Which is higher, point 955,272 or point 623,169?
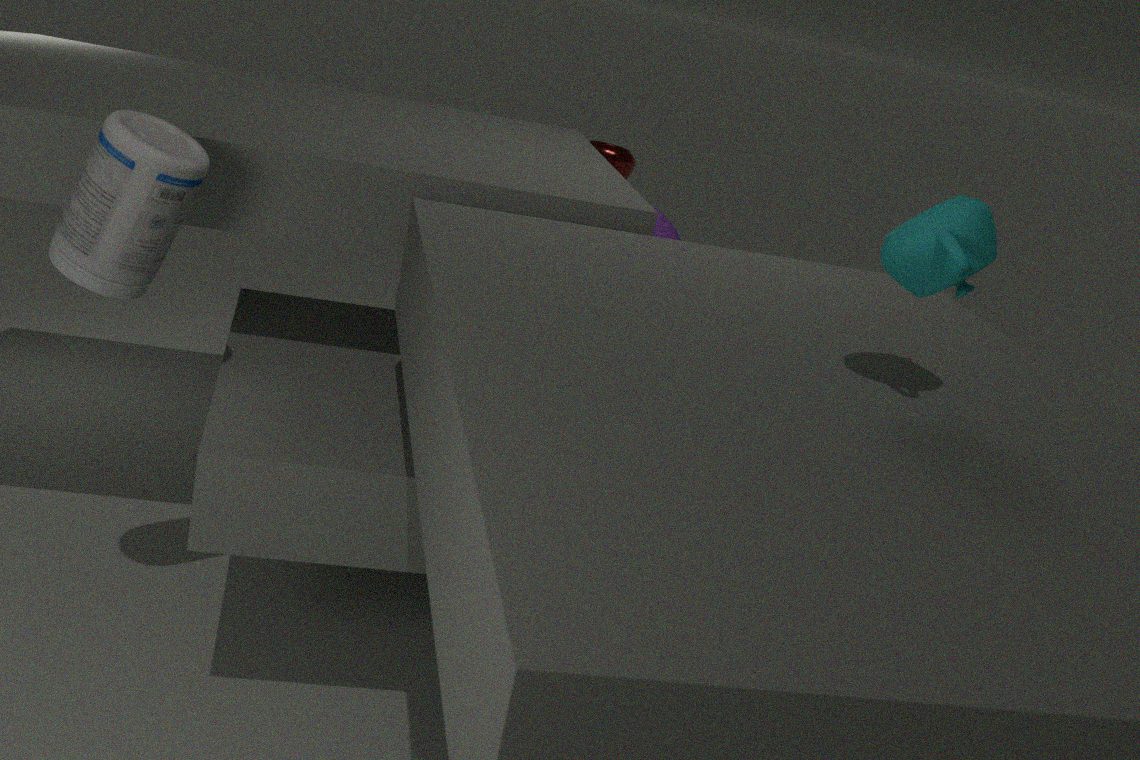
point 955,272
